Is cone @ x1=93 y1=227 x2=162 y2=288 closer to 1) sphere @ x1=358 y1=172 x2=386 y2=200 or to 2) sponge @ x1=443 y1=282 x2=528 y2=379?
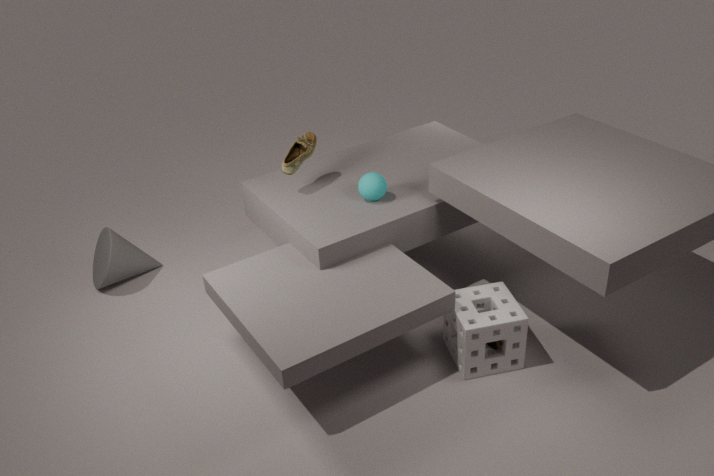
1) sphere @ x1=358 y1=172 x2=386 y2=200
